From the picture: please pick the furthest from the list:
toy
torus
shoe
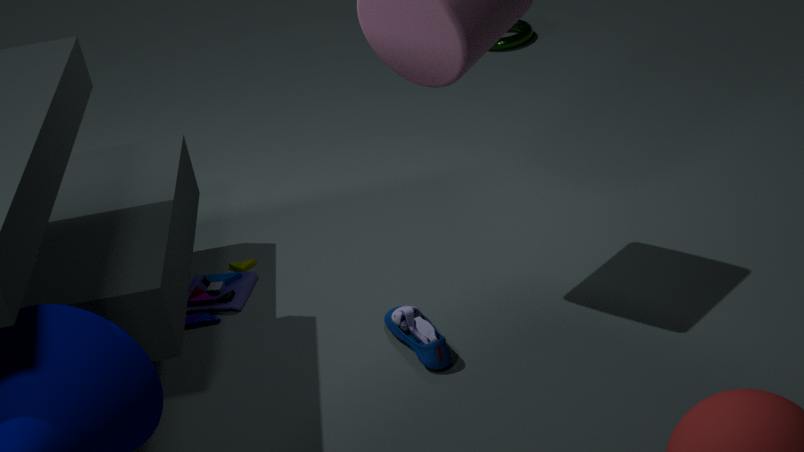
torus
